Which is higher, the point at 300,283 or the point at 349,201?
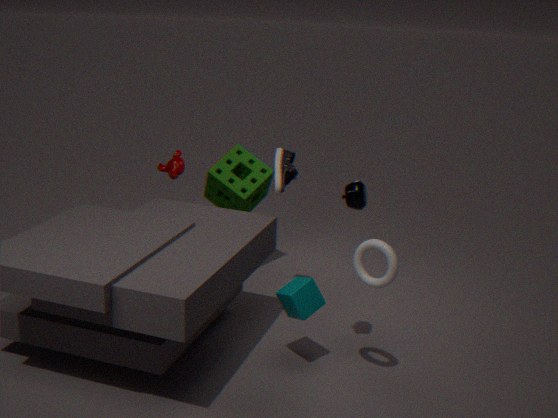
the point at 349,201
